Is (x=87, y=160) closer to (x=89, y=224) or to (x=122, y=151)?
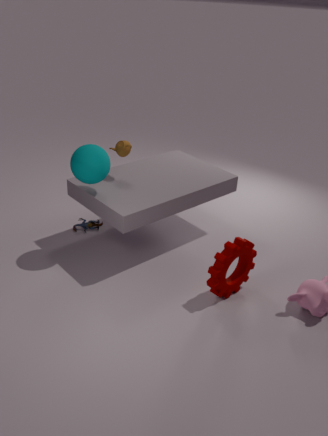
(x=122, y=151)
